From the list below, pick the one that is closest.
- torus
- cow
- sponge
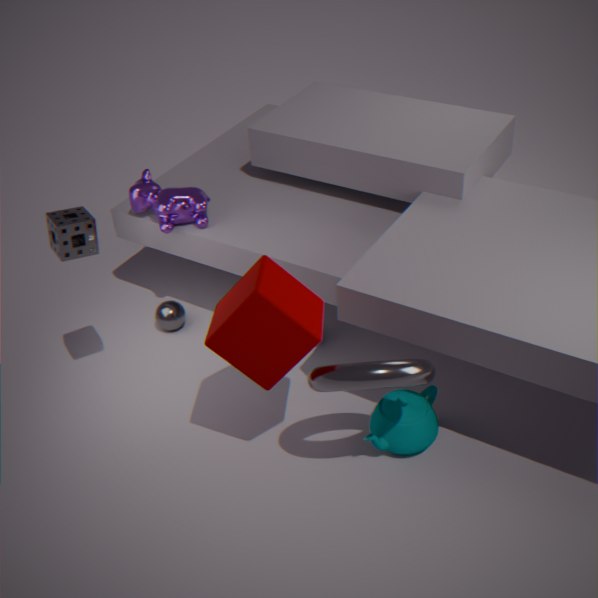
torus
